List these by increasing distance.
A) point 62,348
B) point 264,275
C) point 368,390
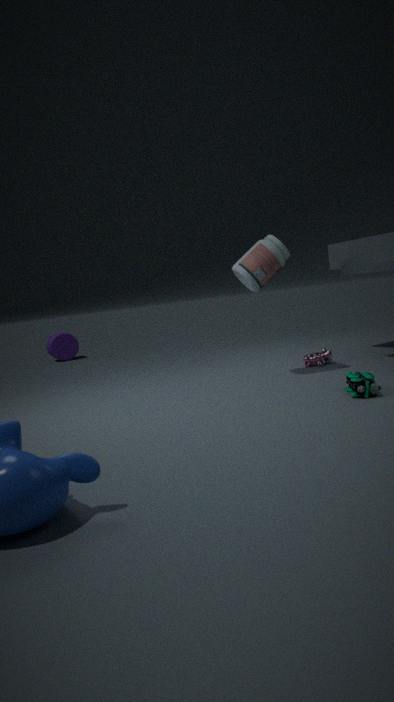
point 368,390 < point 264,275 < point 62,348
